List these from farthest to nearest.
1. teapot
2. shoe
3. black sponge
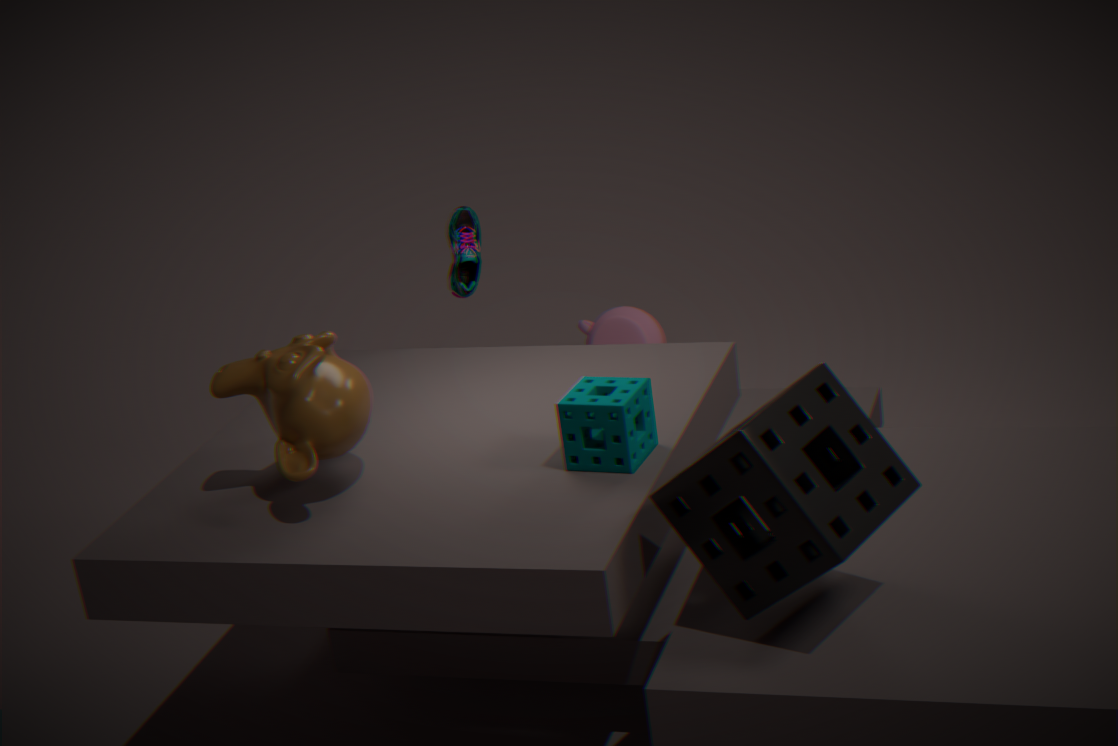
teapot < shoe < black sponge
